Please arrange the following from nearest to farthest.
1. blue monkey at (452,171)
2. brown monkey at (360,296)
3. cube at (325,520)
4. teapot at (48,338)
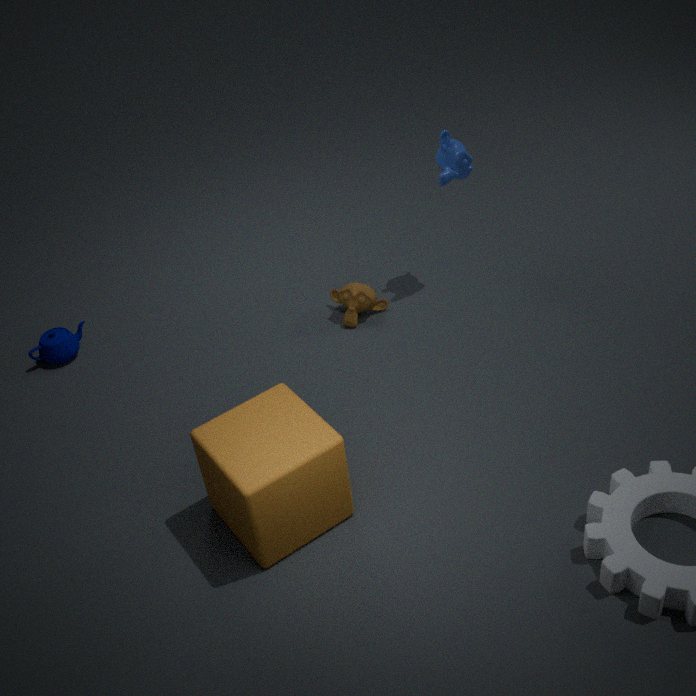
cube at (325,520), blue monkey at (452,171), teapot at (48,338), brown monkey at (360,296)
